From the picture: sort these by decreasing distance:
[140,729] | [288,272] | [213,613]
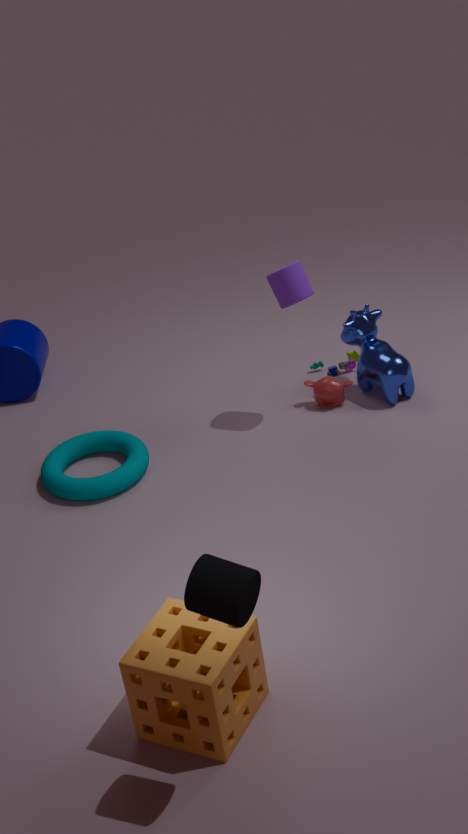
[288,272]
[140,729]
[213,613]
